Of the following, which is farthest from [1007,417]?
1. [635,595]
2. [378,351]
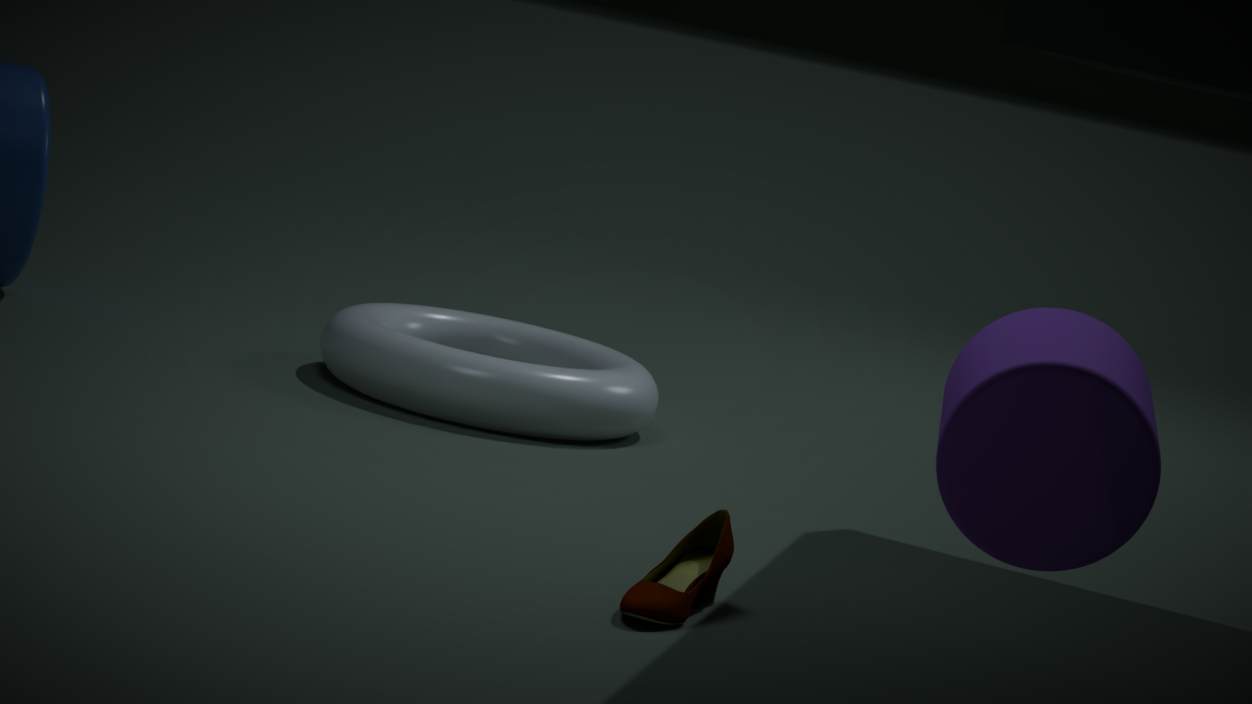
[378,351]
